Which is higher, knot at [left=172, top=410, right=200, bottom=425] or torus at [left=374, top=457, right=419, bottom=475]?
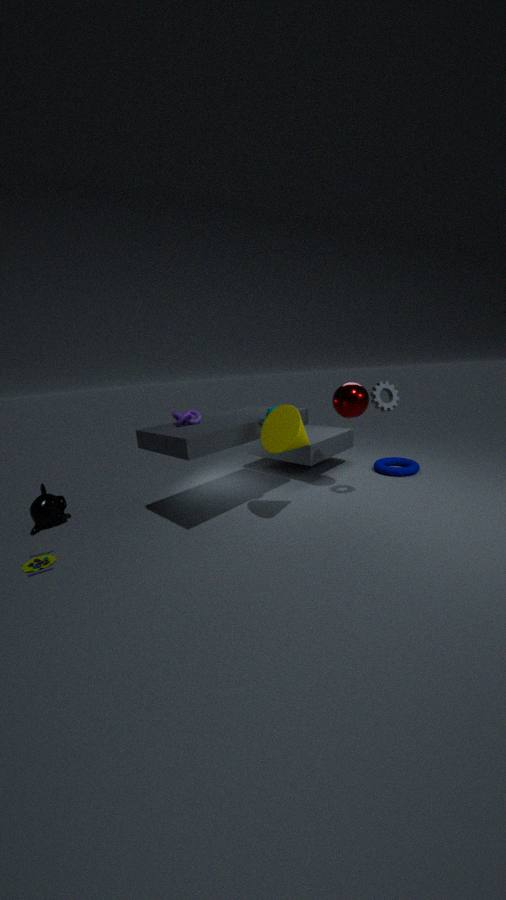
knot at [left=172, top=410, right=200, bottom=425]
